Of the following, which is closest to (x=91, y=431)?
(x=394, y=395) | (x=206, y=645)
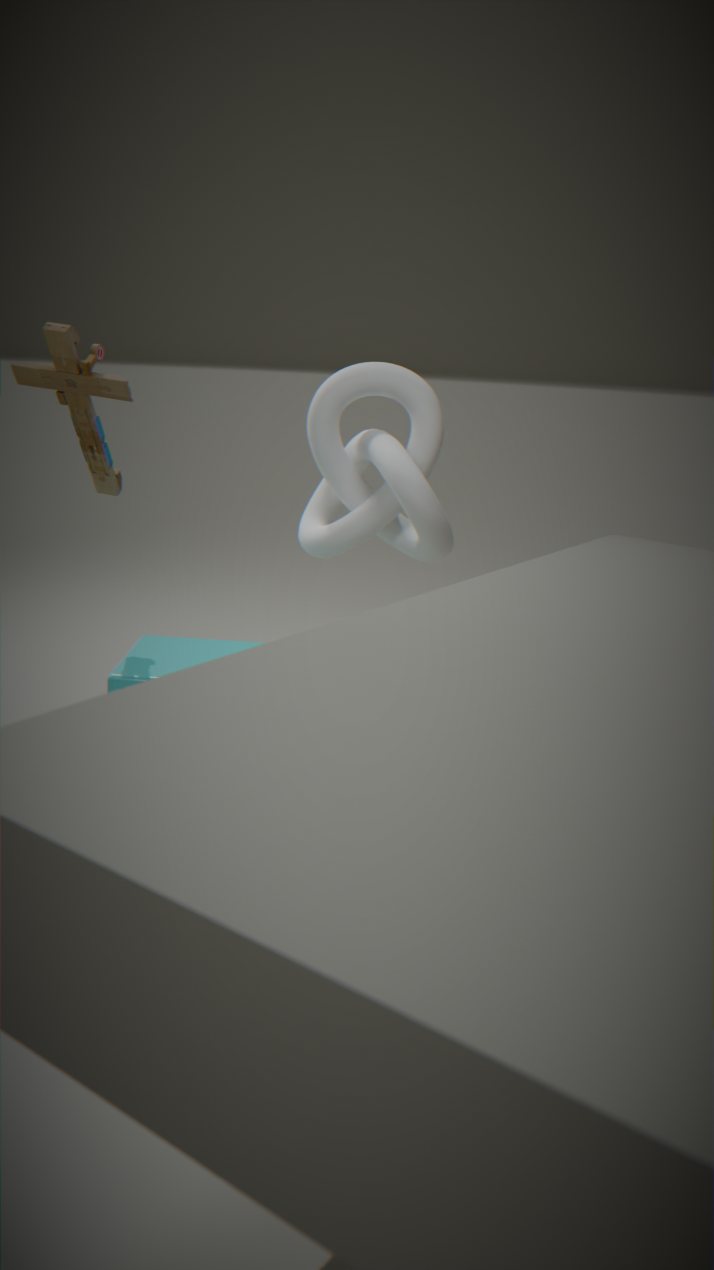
(x=394, y=395)
